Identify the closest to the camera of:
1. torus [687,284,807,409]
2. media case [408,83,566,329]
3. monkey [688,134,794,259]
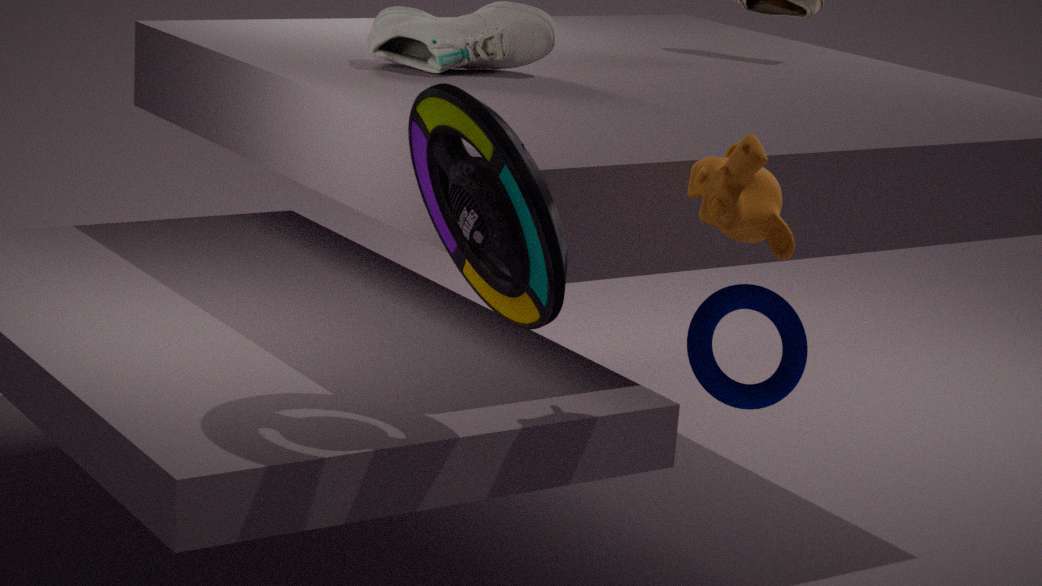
media case [408,83,566,329]
